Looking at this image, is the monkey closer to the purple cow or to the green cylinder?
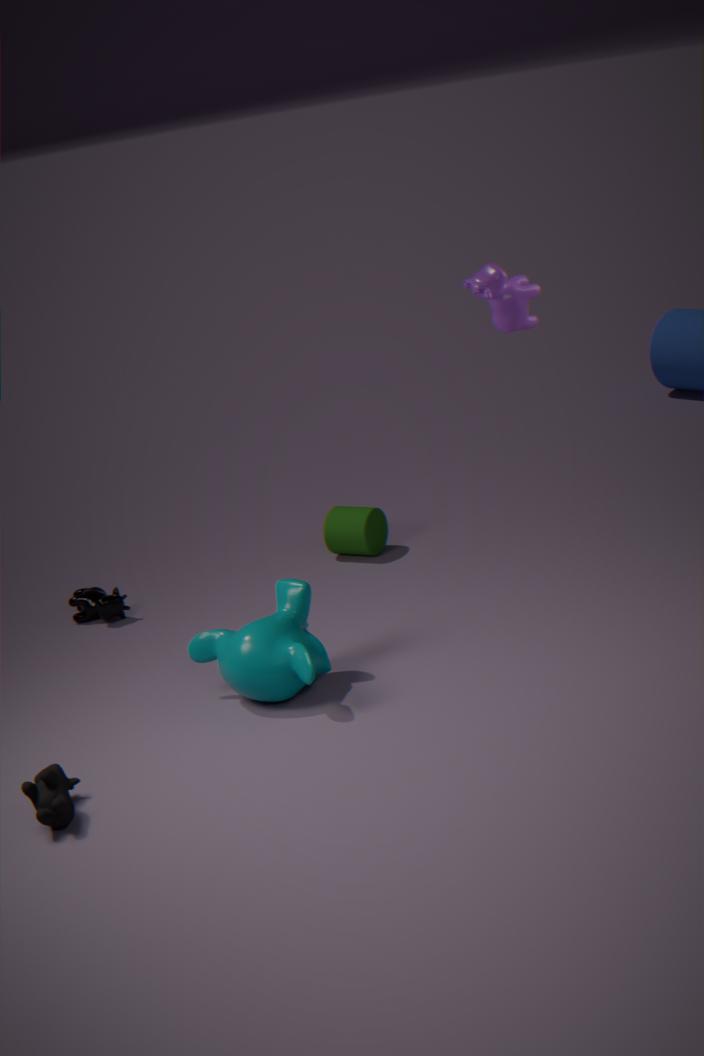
the green cylinder
